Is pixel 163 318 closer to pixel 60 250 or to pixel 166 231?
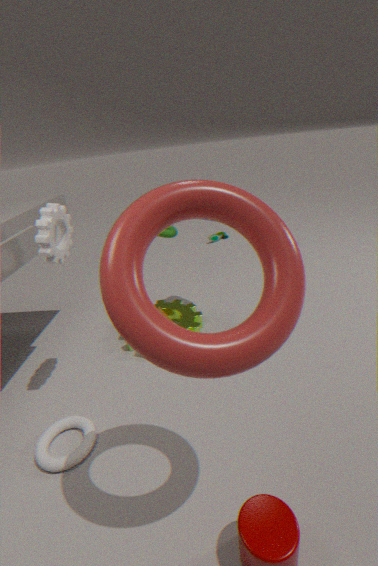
pixel 60 250
